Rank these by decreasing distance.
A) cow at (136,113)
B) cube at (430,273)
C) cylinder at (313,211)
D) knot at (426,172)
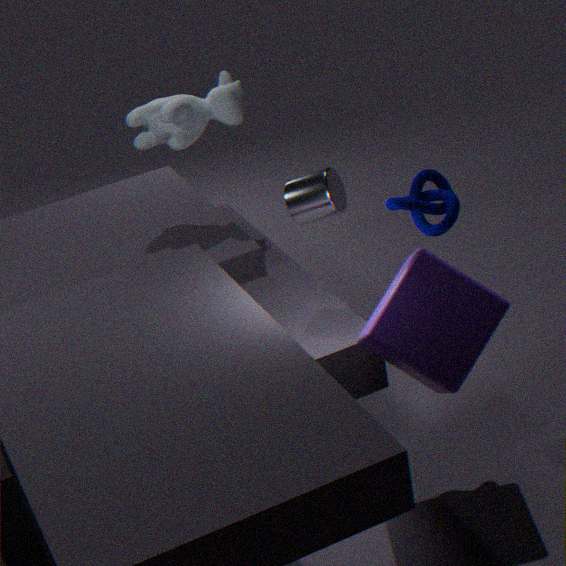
cow at (136,113) → cylinder at (313,211) → knot at (426,172) → cube at (430,273)
